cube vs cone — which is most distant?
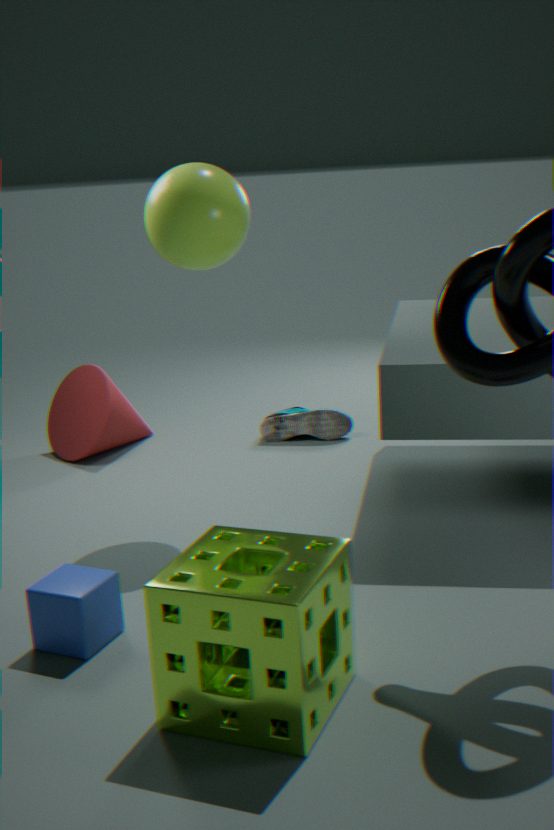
cone
